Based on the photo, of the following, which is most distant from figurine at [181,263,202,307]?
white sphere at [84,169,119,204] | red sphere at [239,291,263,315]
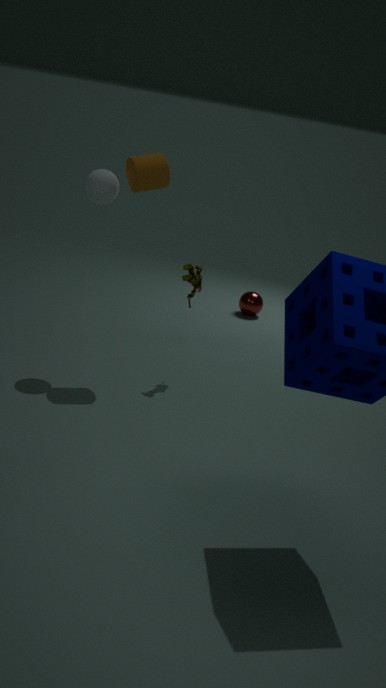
red sphere at [239,291,263,315]
